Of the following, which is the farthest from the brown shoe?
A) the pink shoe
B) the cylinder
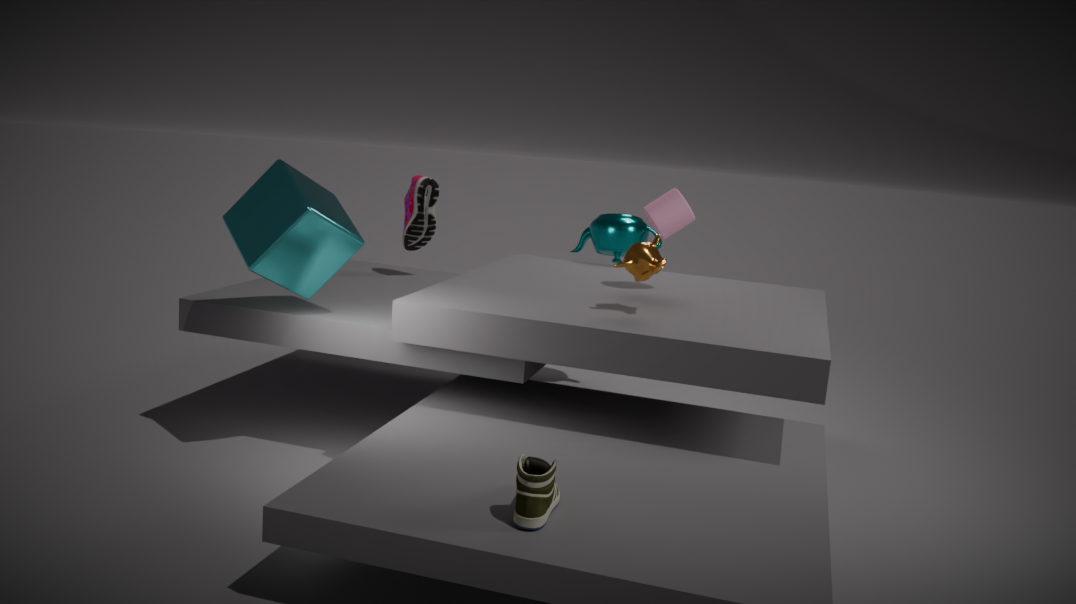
the pink shoe
